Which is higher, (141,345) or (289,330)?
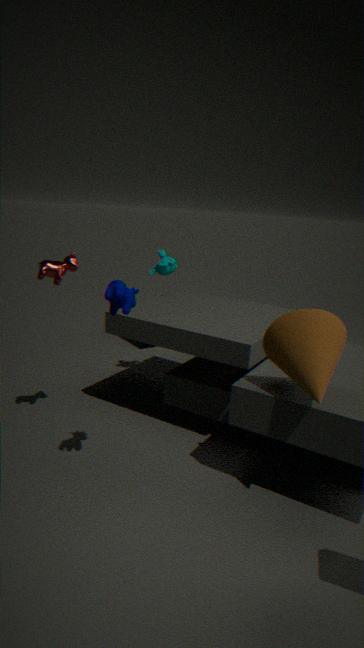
(289,330)
